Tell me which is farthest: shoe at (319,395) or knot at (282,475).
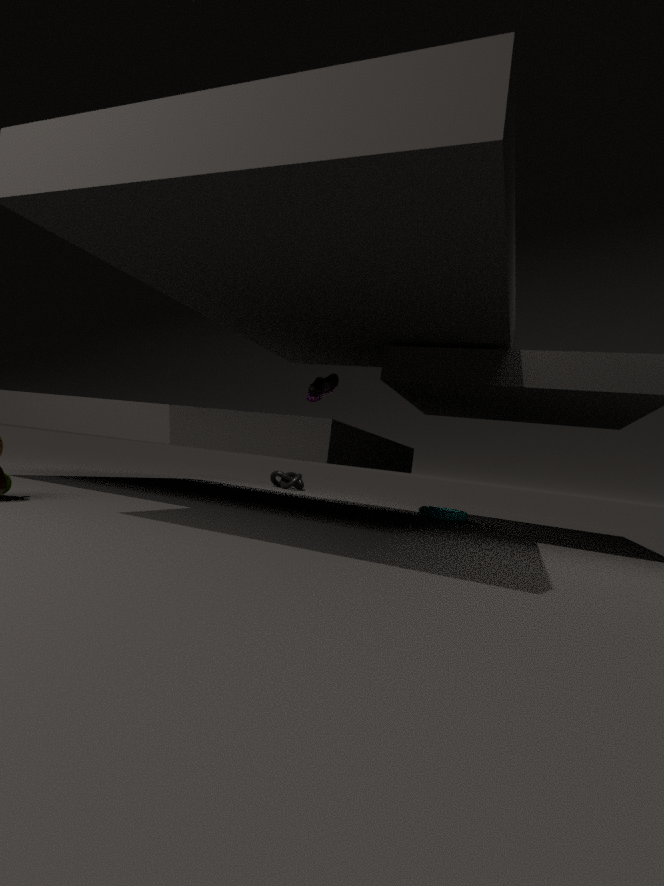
knot at (282,475)
